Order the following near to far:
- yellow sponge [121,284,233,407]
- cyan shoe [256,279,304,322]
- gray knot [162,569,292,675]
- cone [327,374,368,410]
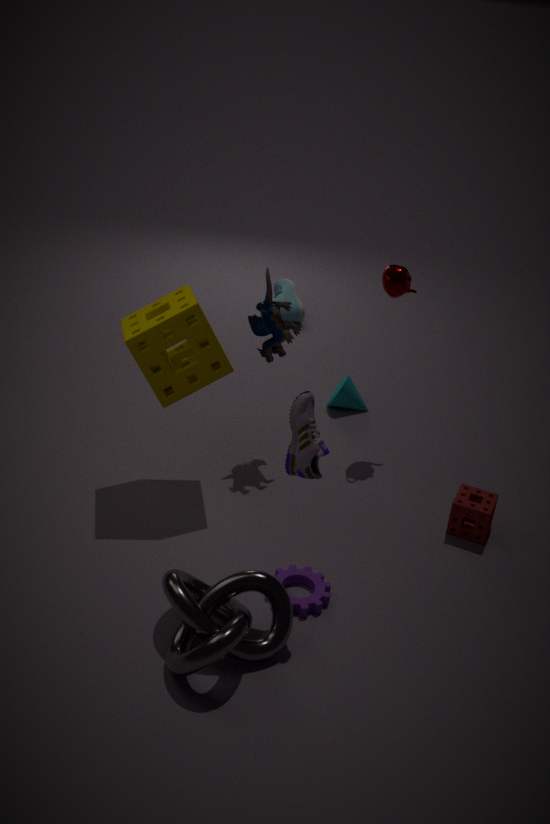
gray knot [162,569,292,675], yellow sponge [121,284,233,407], cone [327,374,368,410], cyan shoe [256,279,304,322]
